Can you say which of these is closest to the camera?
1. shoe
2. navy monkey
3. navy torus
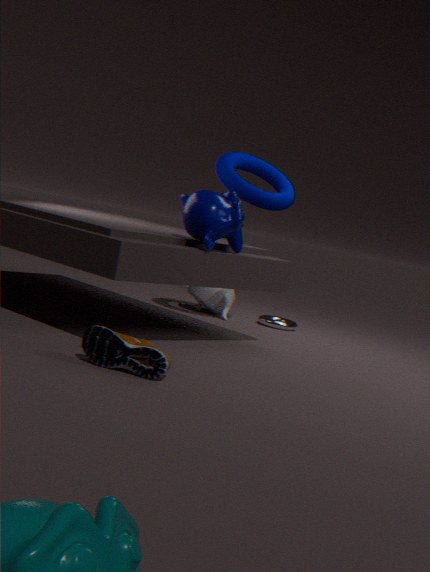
shoe
